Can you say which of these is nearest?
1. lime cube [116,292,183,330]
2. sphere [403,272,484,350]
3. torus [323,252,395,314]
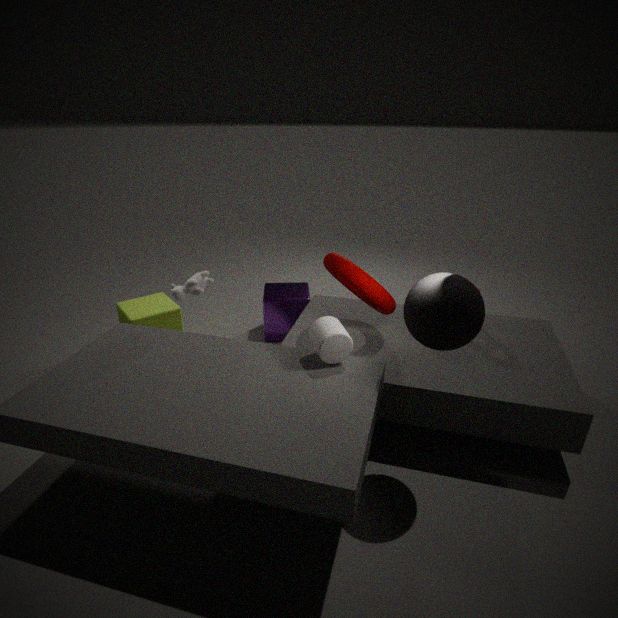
sphere [403,272,484,350]
